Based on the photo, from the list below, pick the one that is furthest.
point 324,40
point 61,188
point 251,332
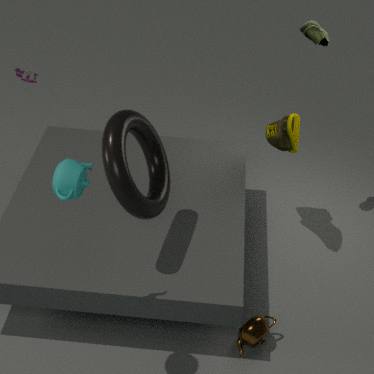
point 324,40
